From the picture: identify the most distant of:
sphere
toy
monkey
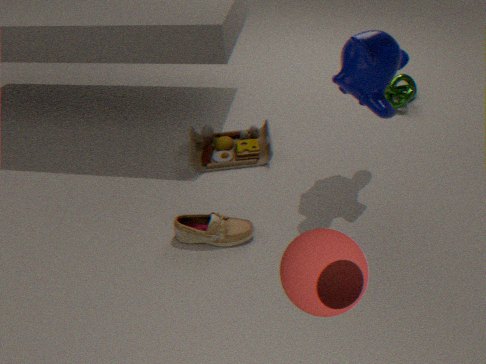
toy
